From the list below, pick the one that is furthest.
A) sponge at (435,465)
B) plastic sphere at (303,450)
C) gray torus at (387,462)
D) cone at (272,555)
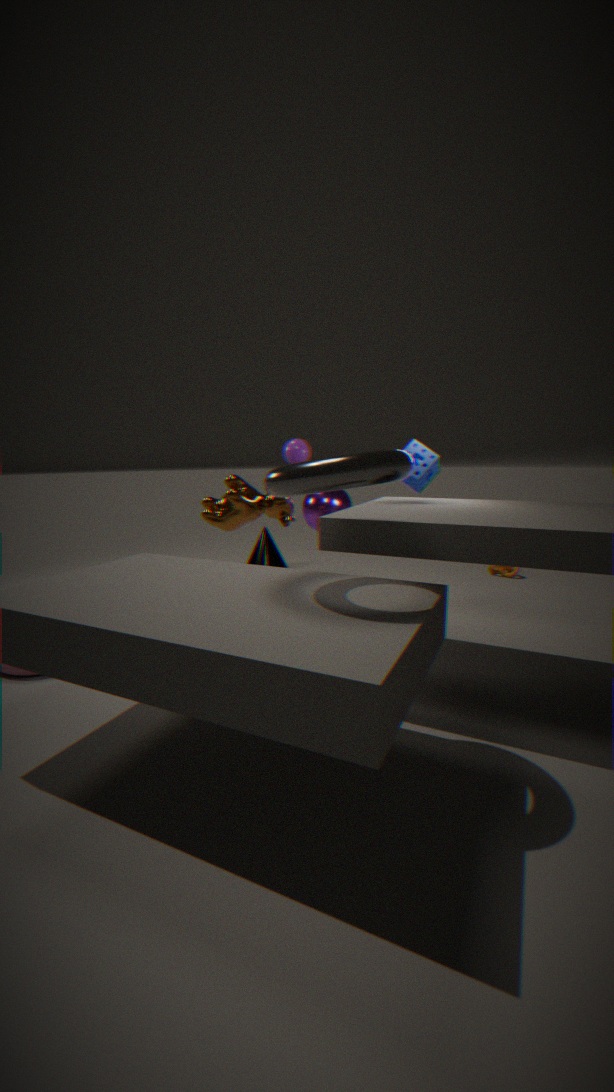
cone at (272,555)
